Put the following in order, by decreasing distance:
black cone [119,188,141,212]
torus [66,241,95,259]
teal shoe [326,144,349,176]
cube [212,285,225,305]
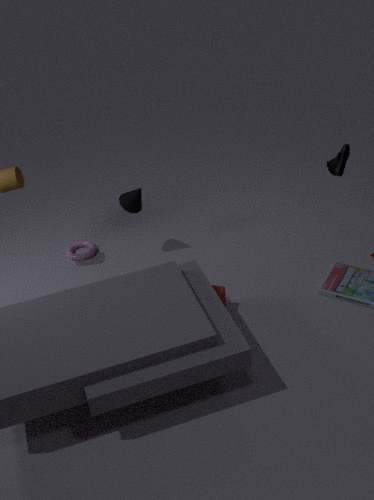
torus [66,241,95,259]
black cone [119,188,141,212]
cube [212,285,225,305]
teal shoe [326,144,349,176]
